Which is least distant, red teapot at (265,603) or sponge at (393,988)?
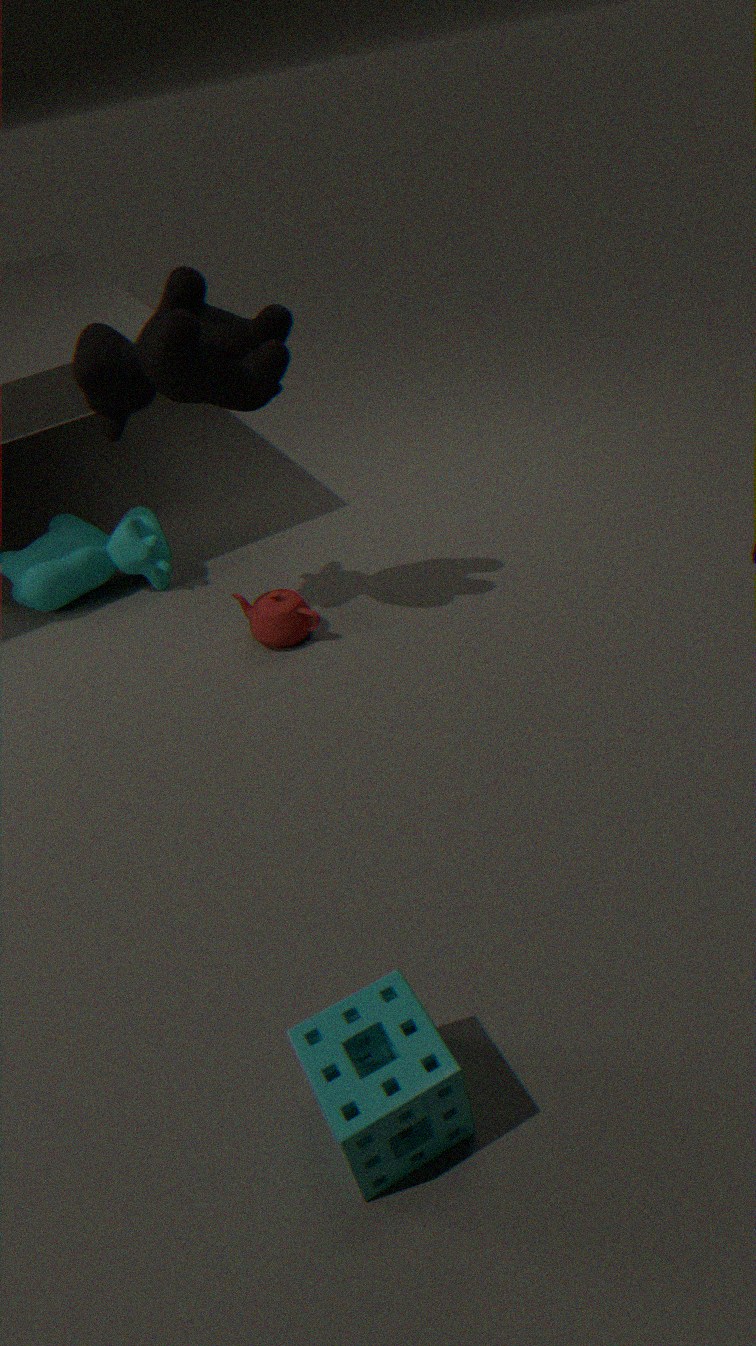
sponge at (393,988)
